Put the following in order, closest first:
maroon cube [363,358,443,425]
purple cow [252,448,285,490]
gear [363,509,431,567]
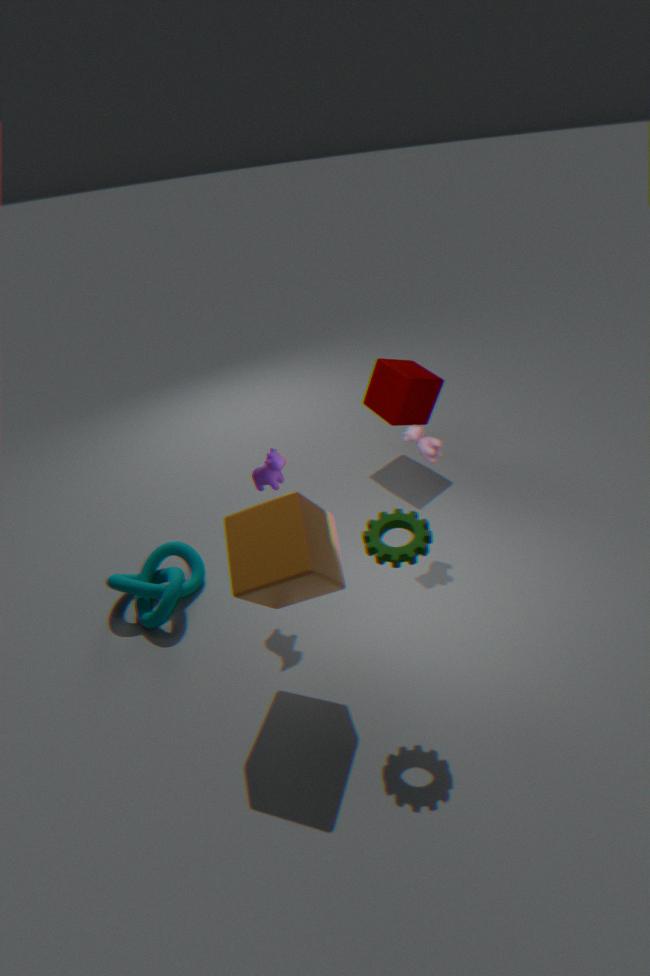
gear [363,509,431,567] < purple cow [252,448,285,490] < maroon cube [363,358,443,425]
